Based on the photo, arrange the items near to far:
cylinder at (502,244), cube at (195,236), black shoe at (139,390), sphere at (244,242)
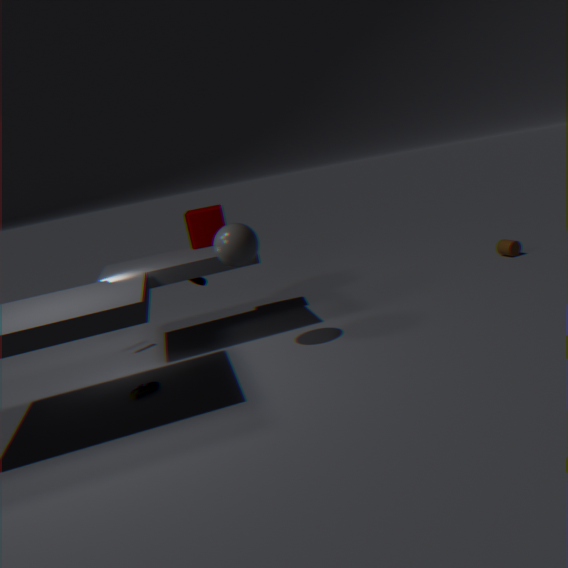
black shoe at (139,390) → sphere at (244,242) → cube at (195,236) → cylinder at (502,244)
